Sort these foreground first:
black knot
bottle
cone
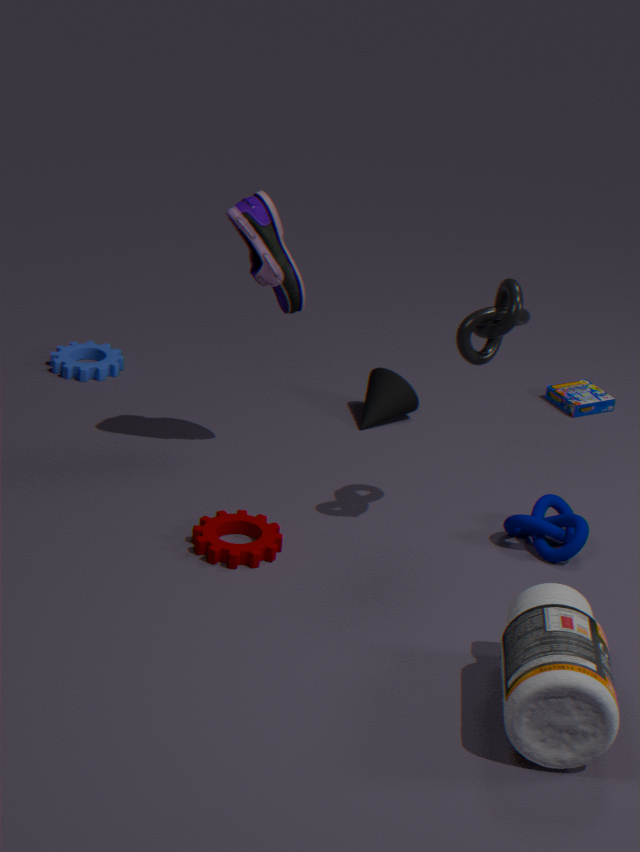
bottle < black knot < cone
